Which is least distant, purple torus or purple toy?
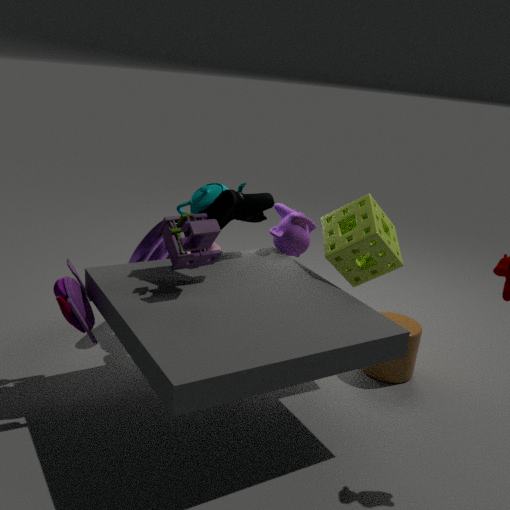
purple toy
